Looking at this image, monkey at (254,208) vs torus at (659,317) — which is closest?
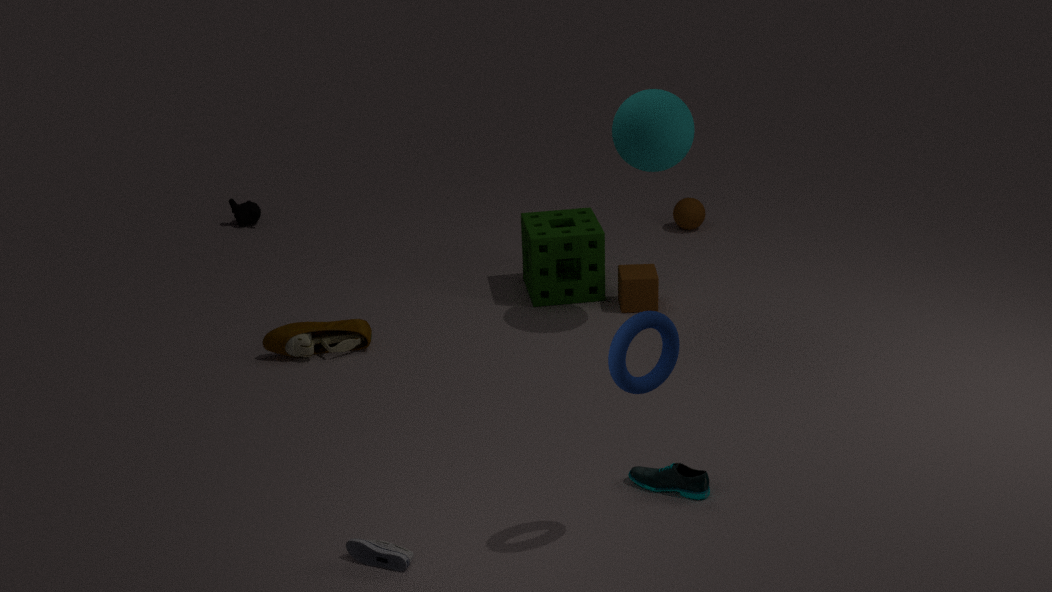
torus at (659,317)
